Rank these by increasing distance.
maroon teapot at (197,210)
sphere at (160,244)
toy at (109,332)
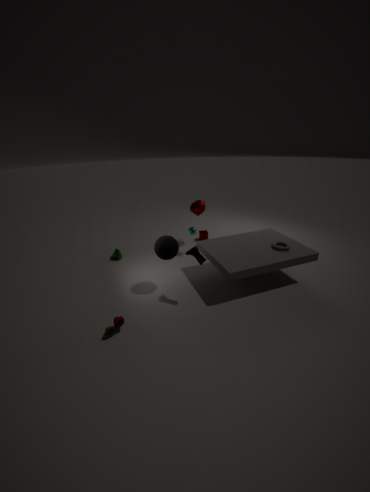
1. toy at (109,332)
2. sphere at (160,244)
3. maroon teapot at (197,210)
